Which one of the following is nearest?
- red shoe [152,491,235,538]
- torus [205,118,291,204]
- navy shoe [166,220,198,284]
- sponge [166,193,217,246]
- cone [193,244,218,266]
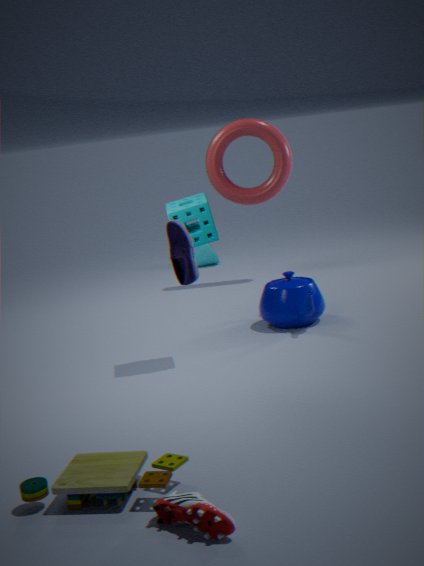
red shoe [152,491,235,538]
